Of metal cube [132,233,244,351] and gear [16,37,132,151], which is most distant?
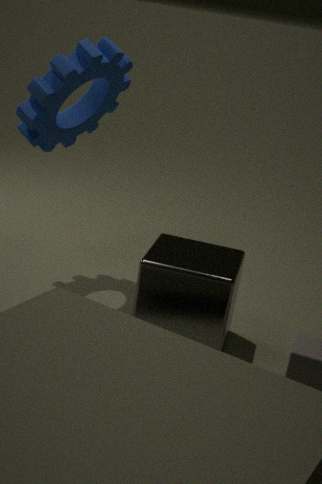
gear [16,37,132,151]
